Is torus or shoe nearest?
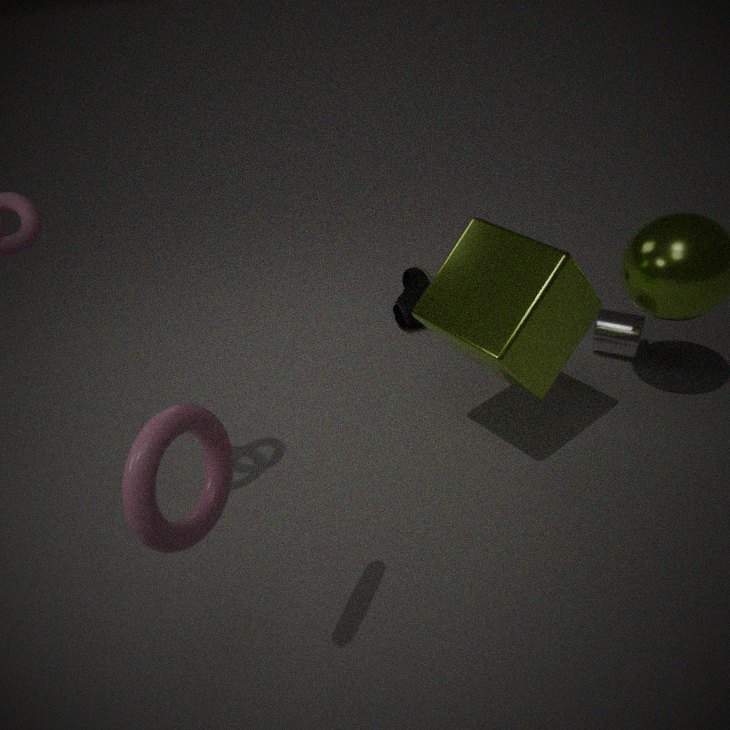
torus
